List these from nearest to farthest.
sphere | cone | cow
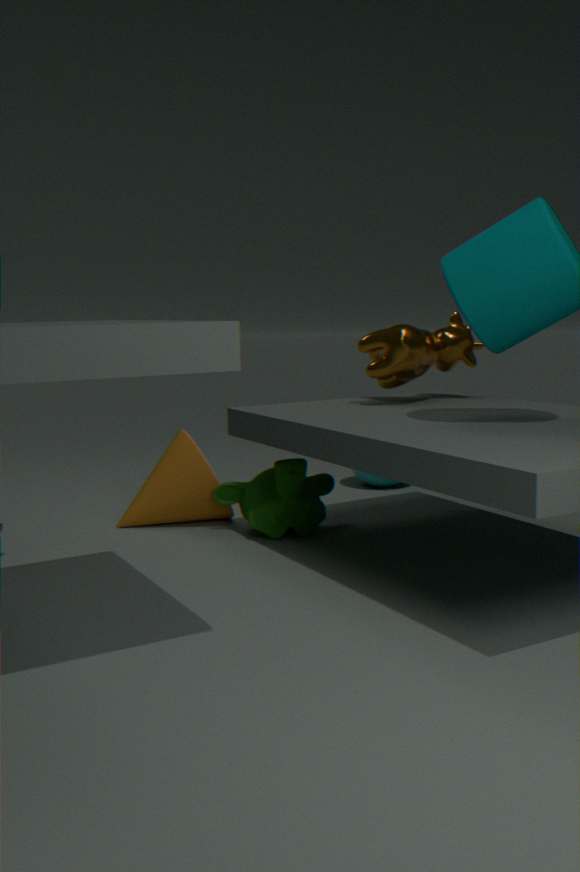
cow, cone, sphere
